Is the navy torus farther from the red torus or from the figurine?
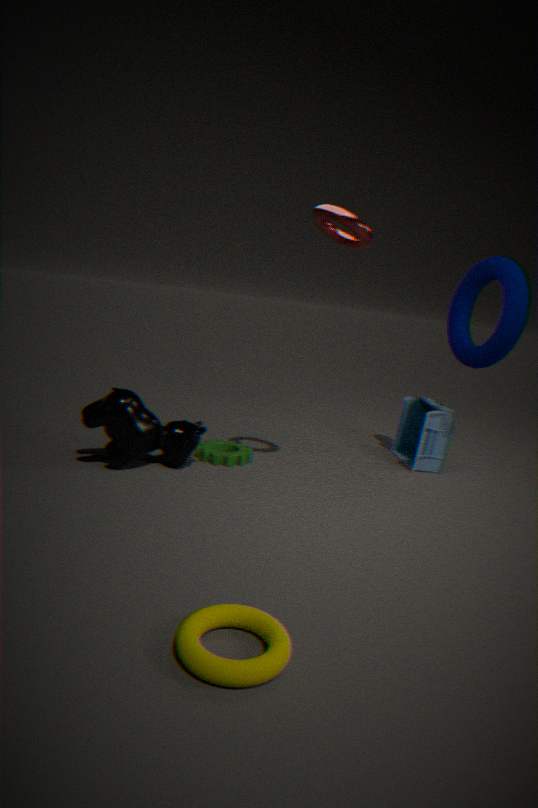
the red torus
